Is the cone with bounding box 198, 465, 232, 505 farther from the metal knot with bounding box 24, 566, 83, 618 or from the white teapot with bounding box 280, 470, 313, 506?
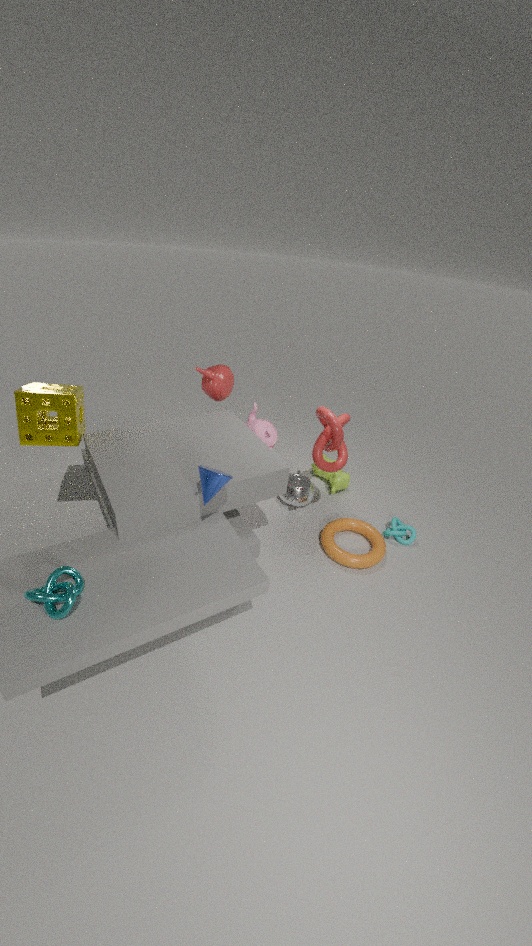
the white teapot with bounding box 280, 470, 313, 506
